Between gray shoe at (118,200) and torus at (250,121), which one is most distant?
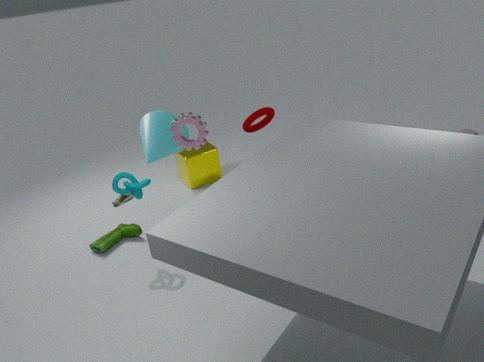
gray shoe at (118,200)
